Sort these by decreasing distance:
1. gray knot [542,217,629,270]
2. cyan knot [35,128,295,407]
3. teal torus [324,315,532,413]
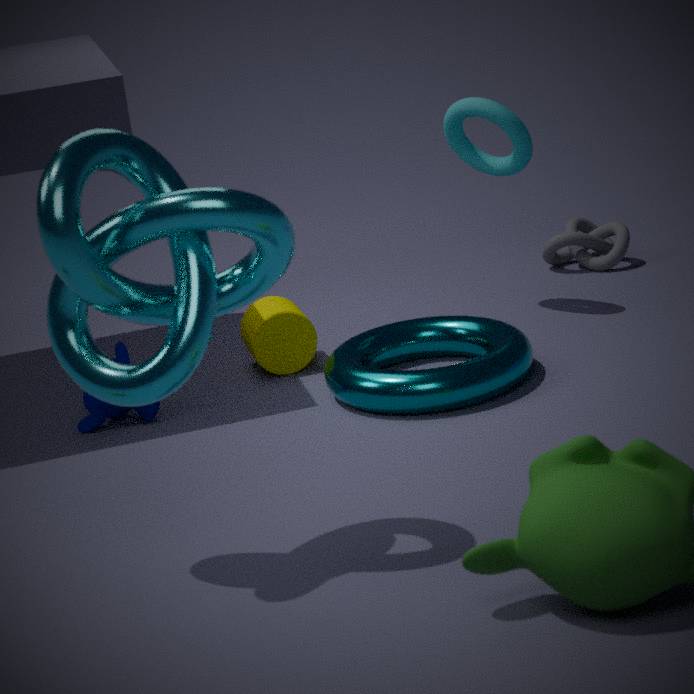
gray knot [542,217,629,270], teal torus [324,315,532,413], cyan knot [35,128,295,407]
